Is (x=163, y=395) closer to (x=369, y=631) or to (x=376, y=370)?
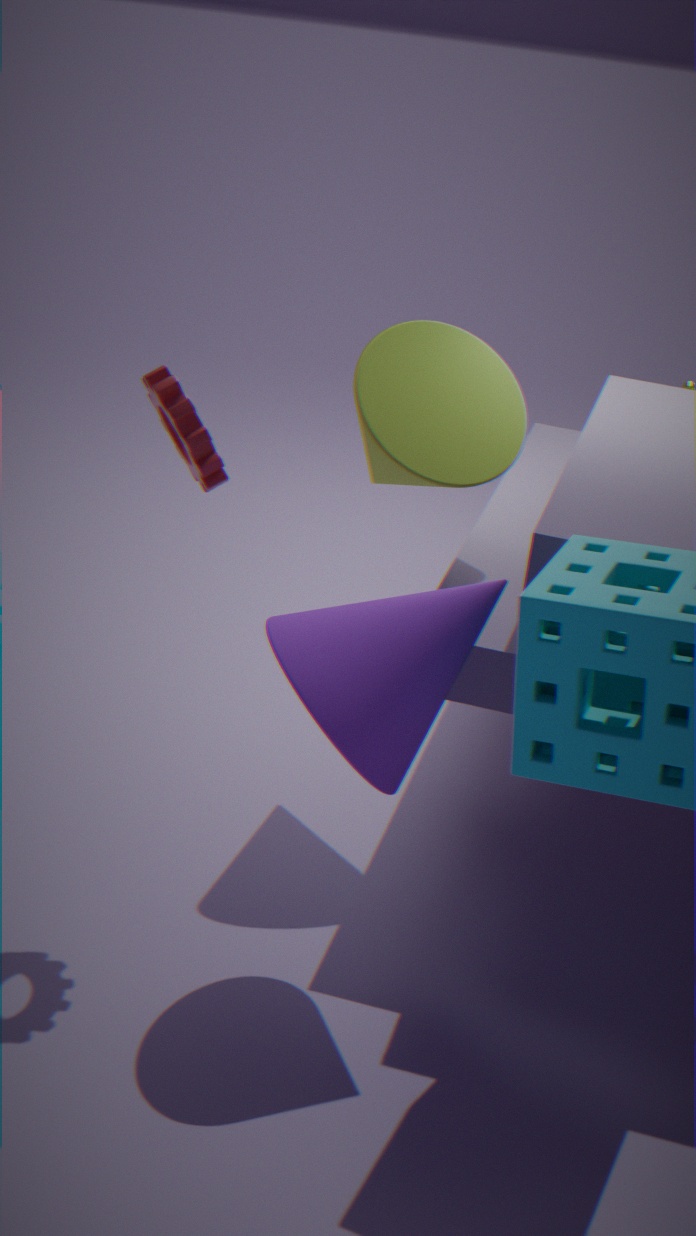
(x=369, y=631)
